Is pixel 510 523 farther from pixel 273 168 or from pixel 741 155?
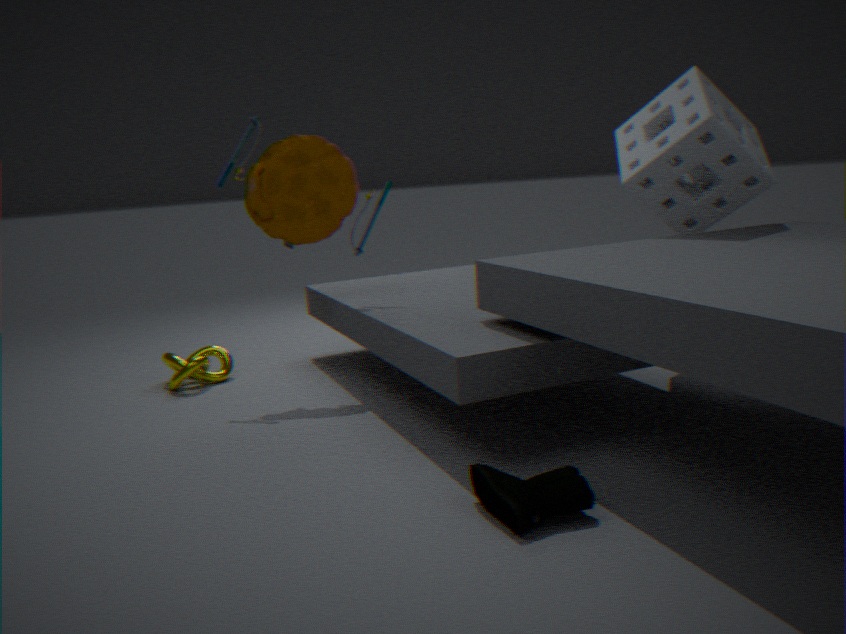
pixel 741 155
